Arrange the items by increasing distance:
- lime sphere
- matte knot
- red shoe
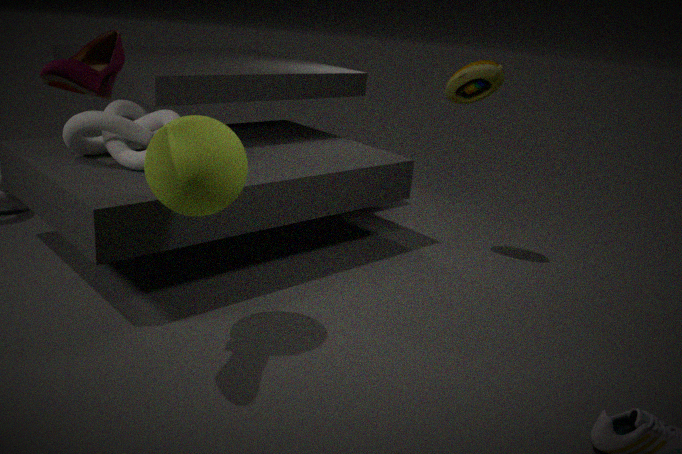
red shoe, lime sphere, matte knot
